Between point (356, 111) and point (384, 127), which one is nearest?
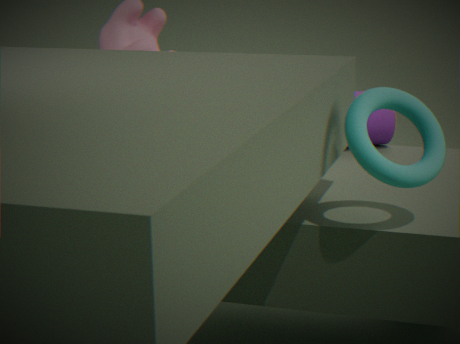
point (356, 111)
